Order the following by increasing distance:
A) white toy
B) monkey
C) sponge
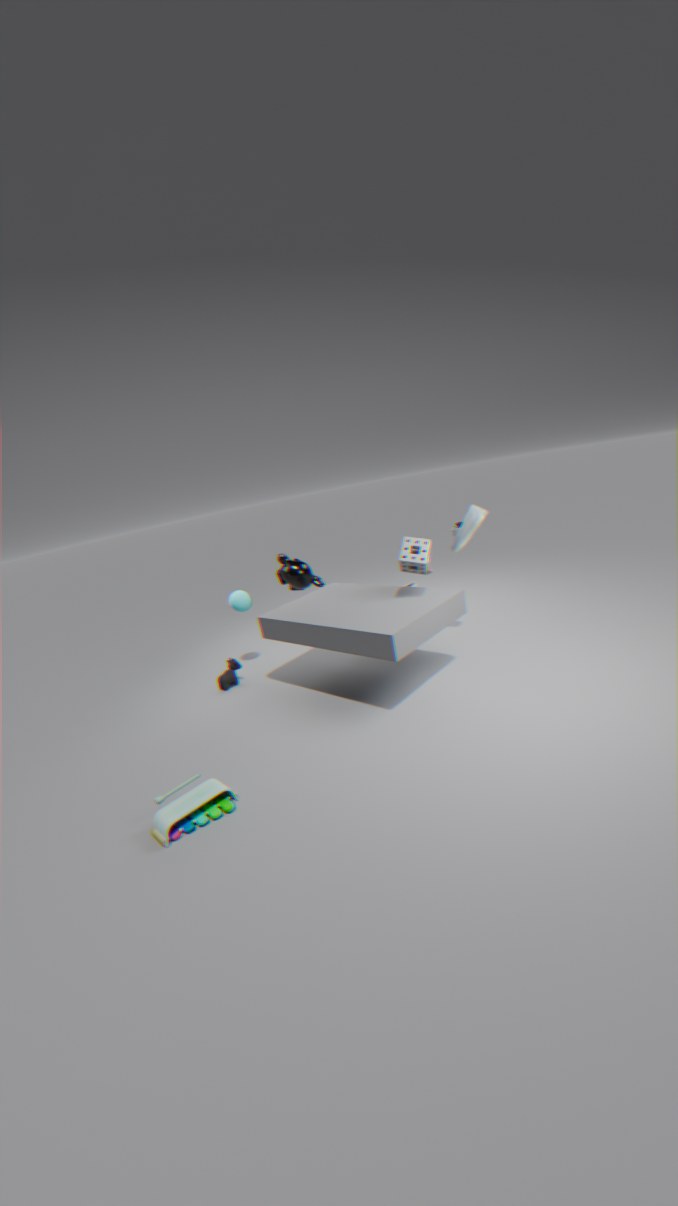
white toy < sponge < monkey
